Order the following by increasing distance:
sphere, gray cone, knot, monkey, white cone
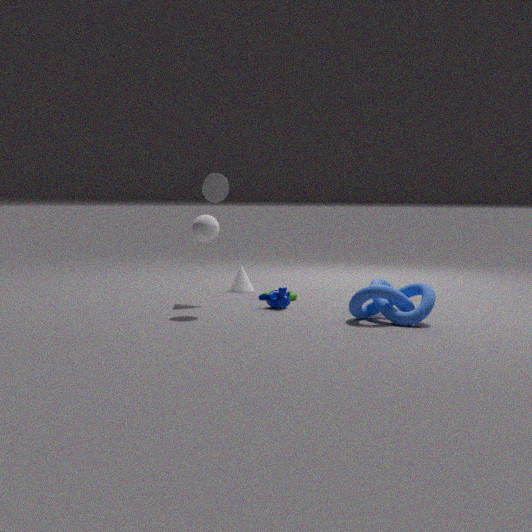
knot → sphere → monkey → gray cone → white cone
